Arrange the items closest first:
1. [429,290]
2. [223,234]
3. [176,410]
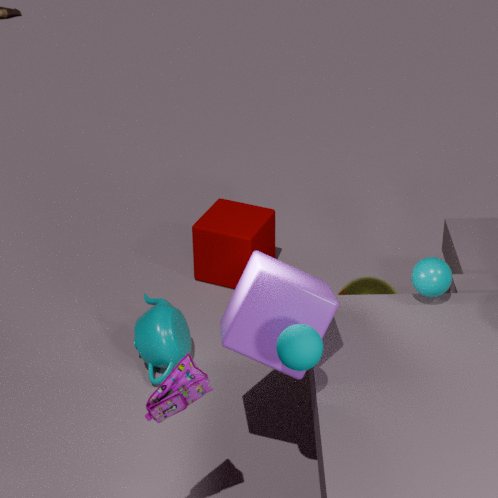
1. [176,410]
2. [429,290]
3. [223,234]
